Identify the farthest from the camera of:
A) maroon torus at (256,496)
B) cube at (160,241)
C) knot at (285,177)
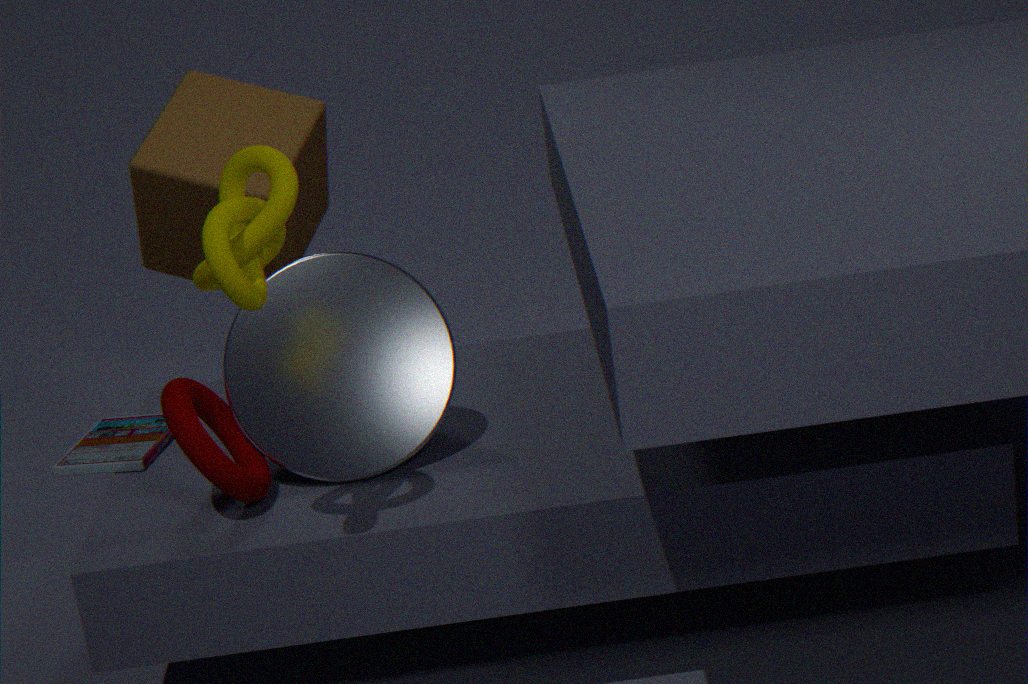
cube at (160,241)
